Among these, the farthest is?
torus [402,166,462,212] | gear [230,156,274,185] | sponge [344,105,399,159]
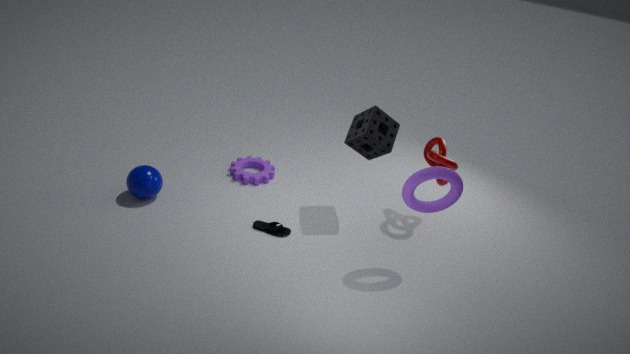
gear [230,156,274,185]
